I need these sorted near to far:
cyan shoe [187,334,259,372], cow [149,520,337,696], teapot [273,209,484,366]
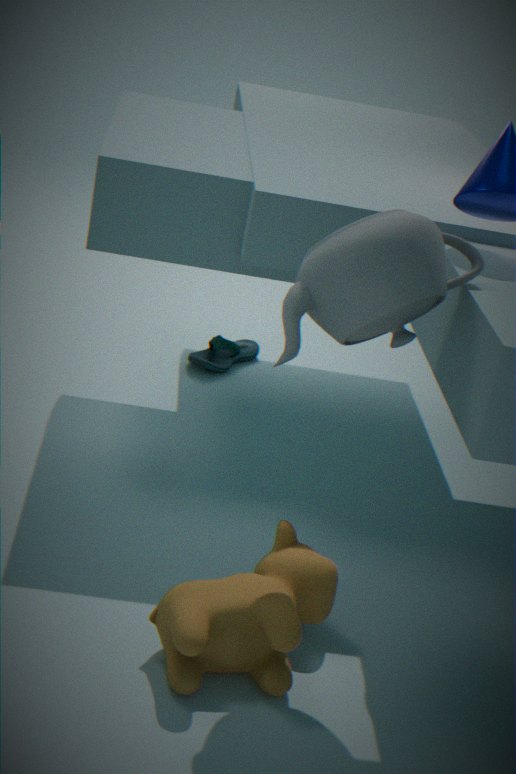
teapot [273,209,484,366] → cow [149,520,337,696] → cyan shoe [187,334,259,372]
